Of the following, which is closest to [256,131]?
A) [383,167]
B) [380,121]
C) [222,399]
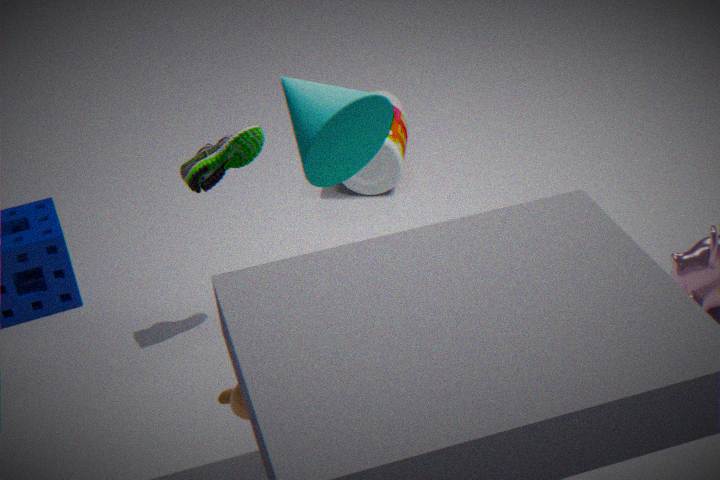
[380,121]
